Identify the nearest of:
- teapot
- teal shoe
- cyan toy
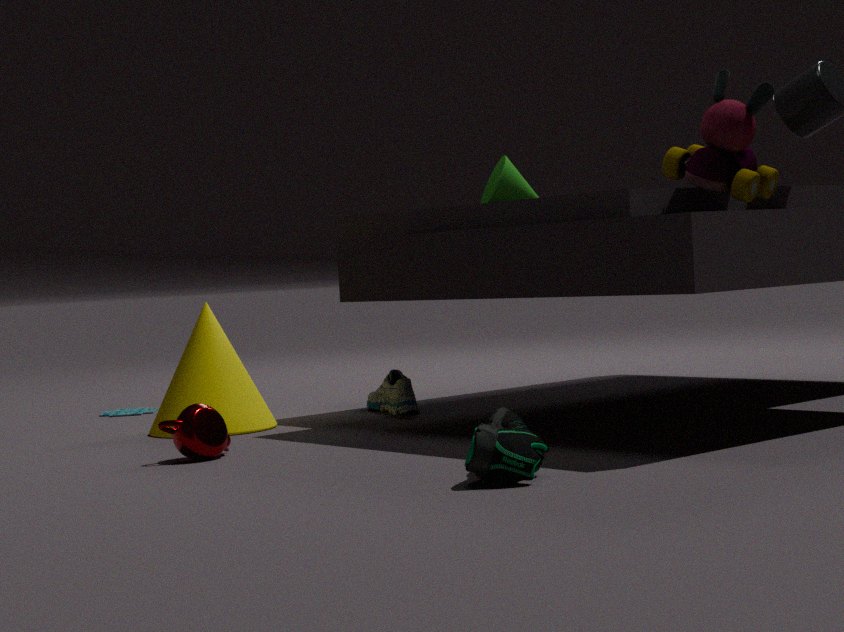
teal shoe
